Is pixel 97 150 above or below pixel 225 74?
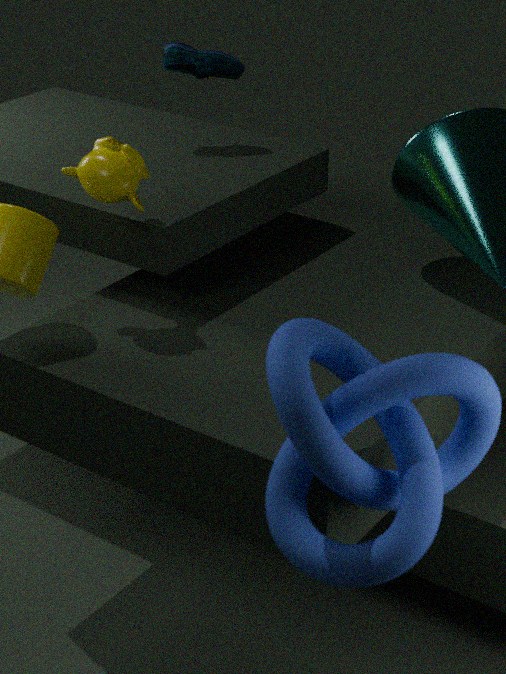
below
